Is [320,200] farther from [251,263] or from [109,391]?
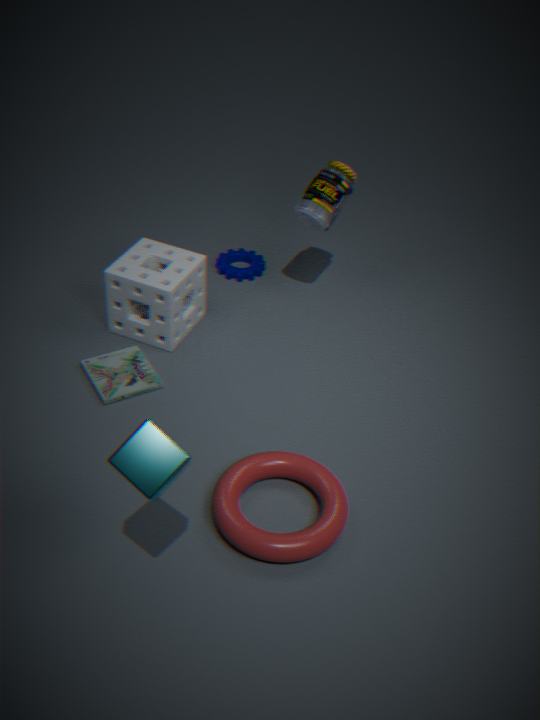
[109,391]
